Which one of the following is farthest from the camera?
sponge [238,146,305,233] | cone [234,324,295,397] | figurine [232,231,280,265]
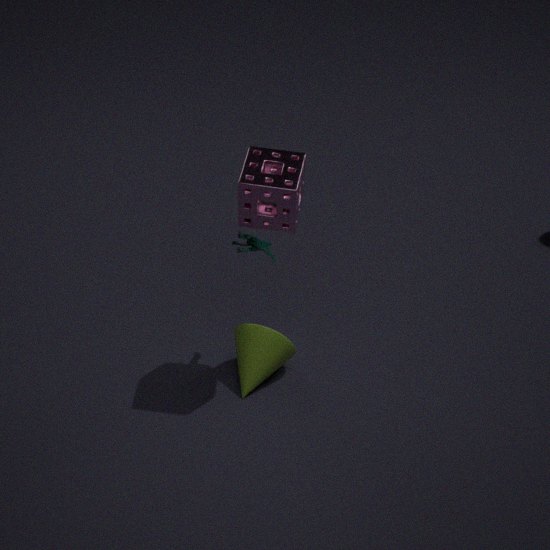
cone [234,324,295,397]
